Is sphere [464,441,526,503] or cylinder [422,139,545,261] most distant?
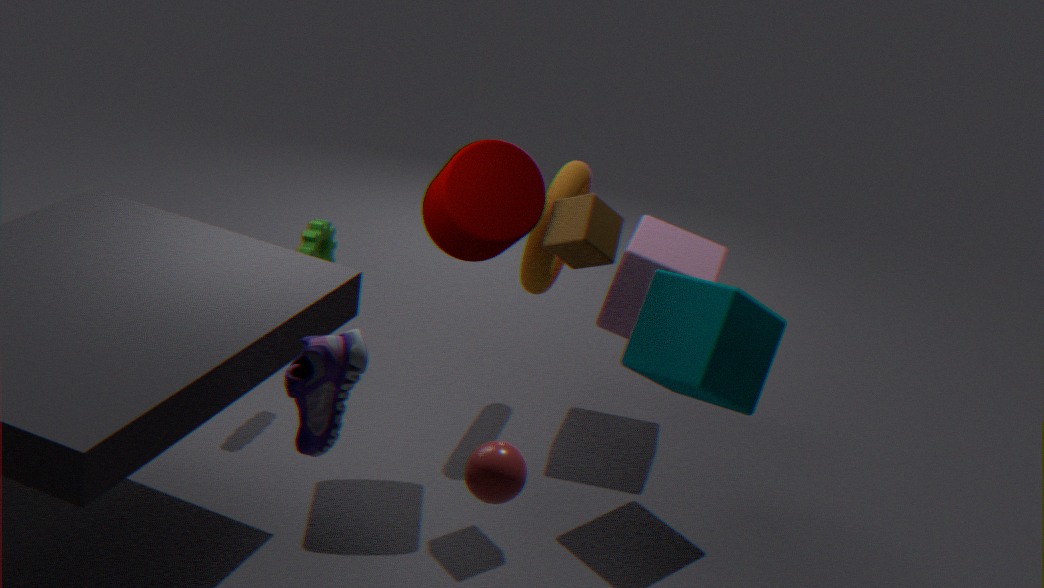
cylinder [422,139,545,261]
